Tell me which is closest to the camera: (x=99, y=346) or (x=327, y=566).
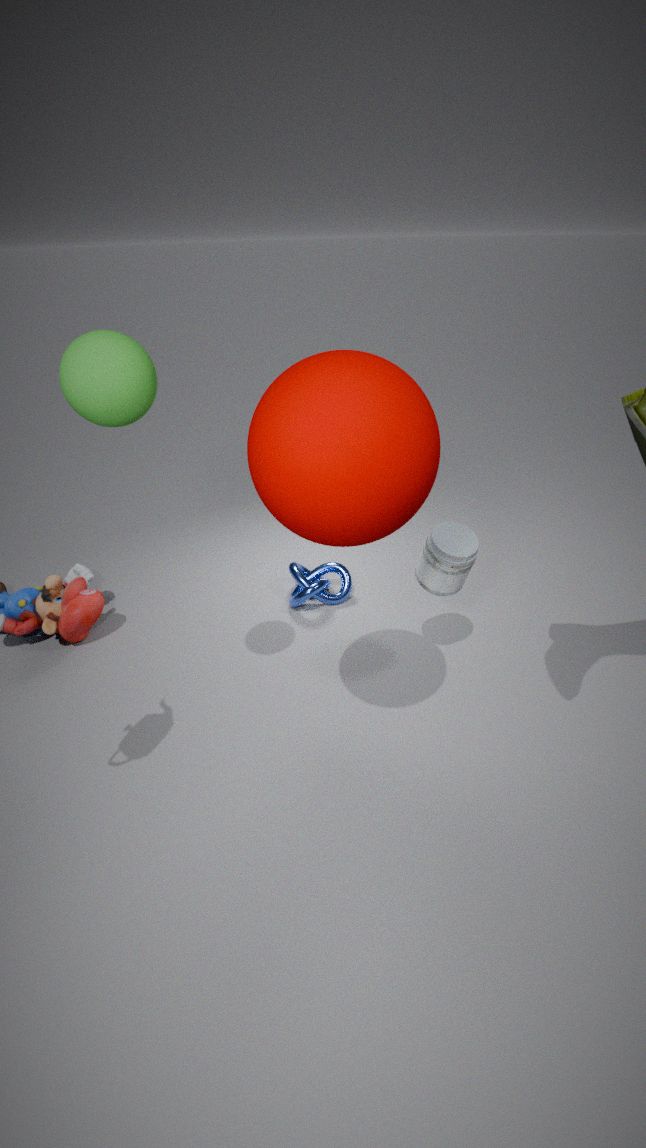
(x=99, y=346)
